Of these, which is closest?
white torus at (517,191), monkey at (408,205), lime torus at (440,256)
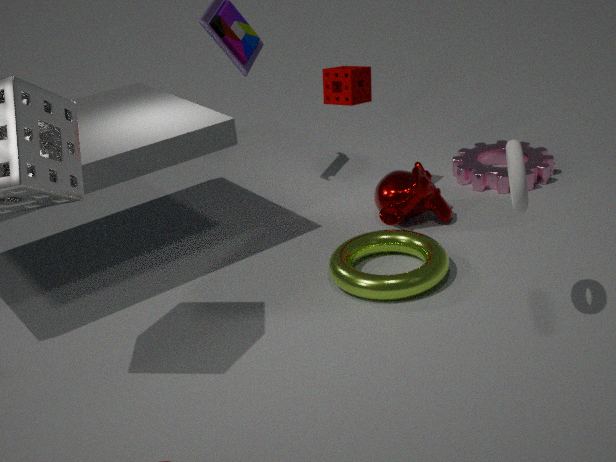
white torus at (517,191)
